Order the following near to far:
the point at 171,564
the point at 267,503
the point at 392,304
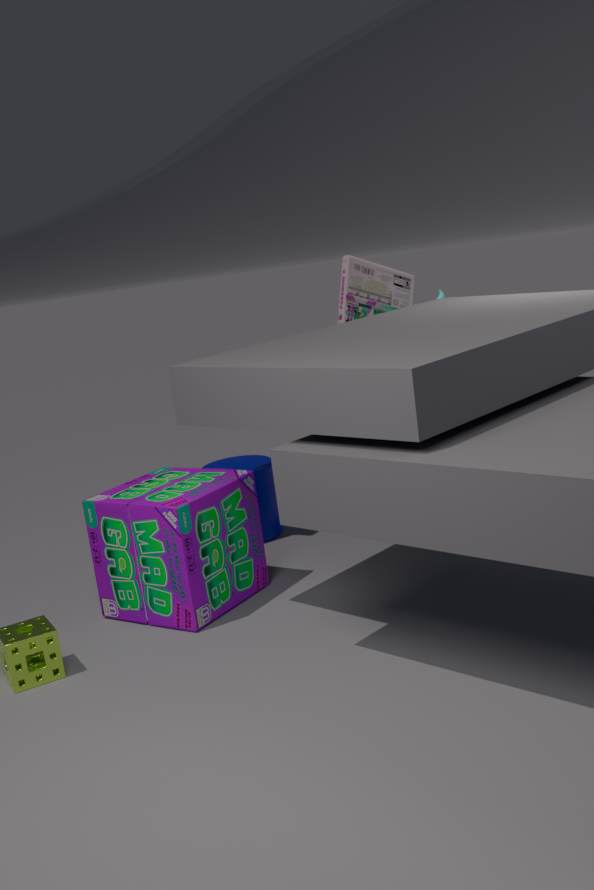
1. the point at 171,564
2. the point at 267,503
3. the point at 392,304
